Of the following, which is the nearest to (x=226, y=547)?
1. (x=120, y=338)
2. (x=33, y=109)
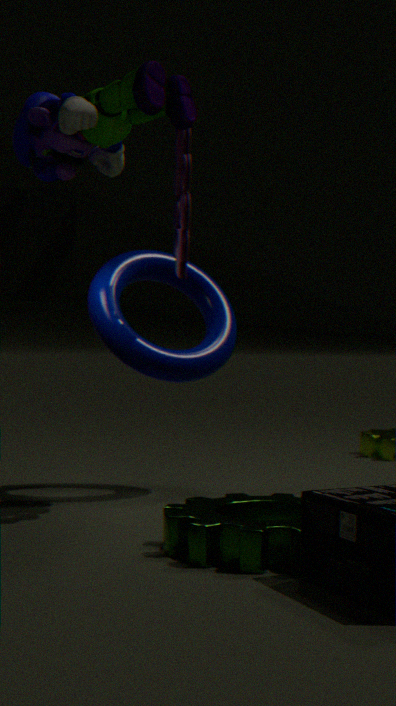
(x=120, y=338)
